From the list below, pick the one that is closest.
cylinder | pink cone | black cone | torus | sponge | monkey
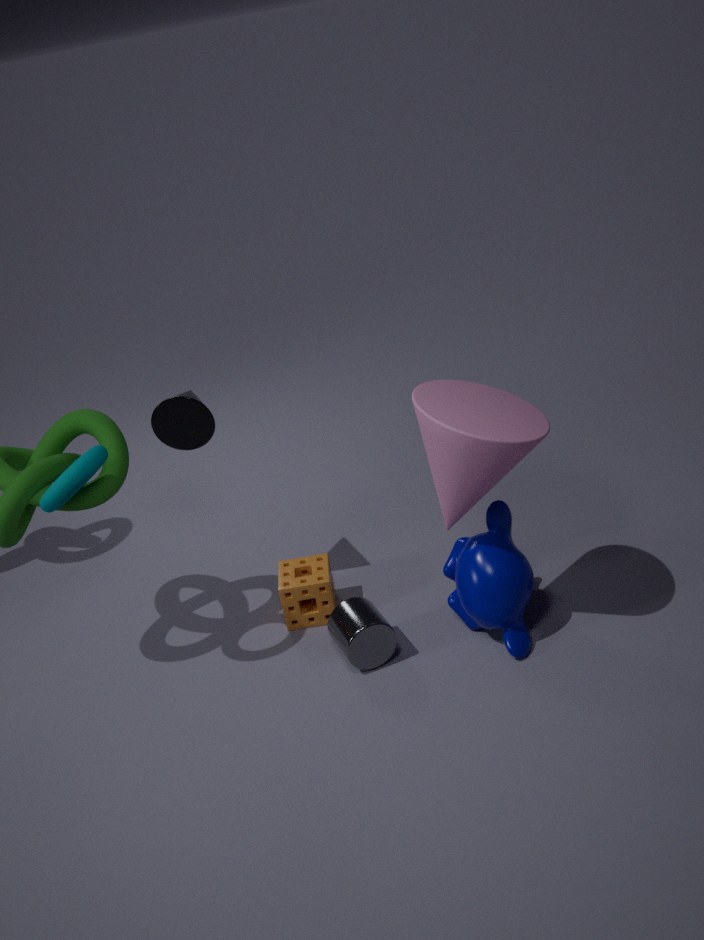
pink cone
